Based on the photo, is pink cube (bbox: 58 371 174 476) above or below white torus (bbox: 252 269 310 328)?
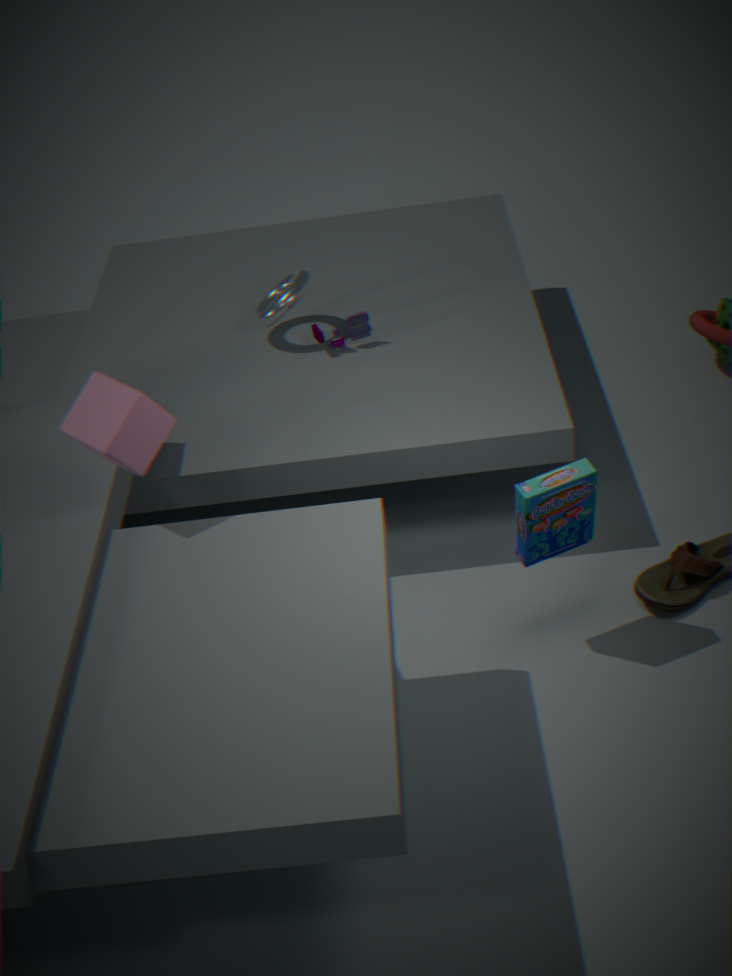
above
